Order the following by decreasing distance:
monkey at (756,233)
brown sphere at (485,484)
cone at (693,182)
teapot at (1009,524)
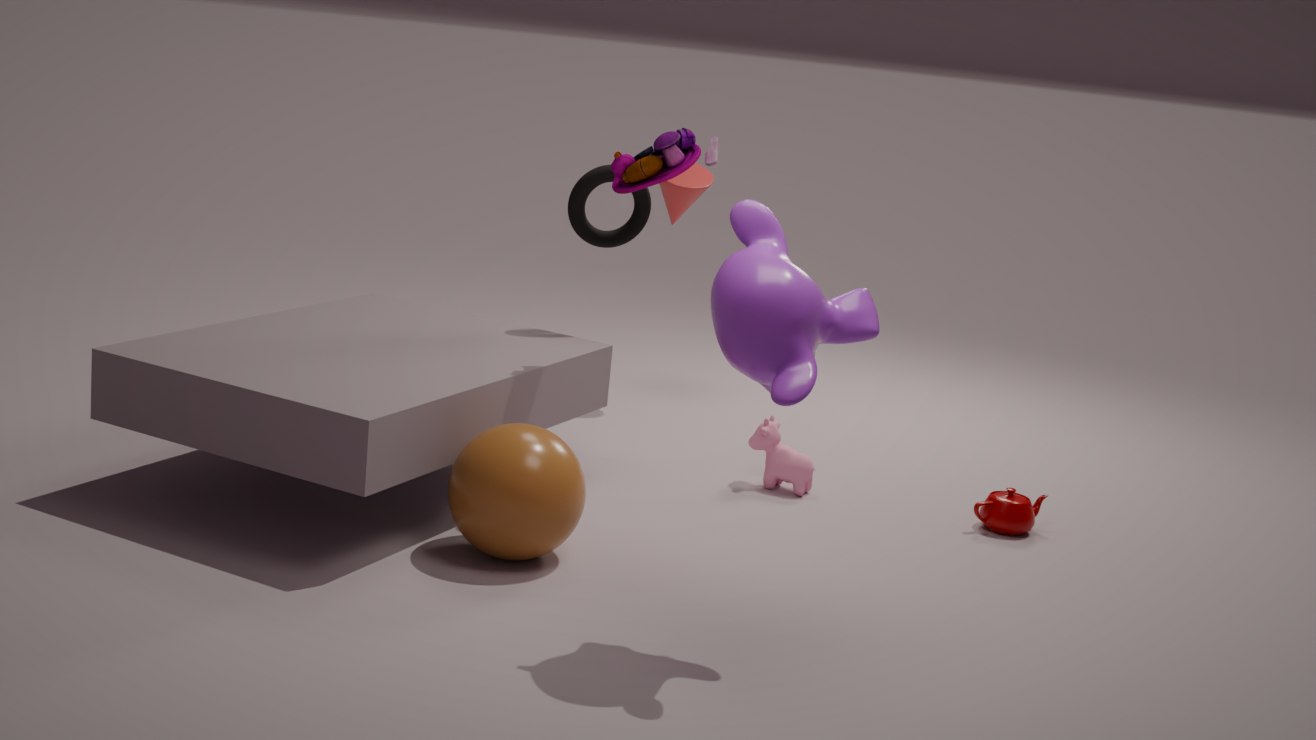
cone at (693,182) < teapot at (1009,524) < brown sphere at (485,484) < monkey at (756,233)
